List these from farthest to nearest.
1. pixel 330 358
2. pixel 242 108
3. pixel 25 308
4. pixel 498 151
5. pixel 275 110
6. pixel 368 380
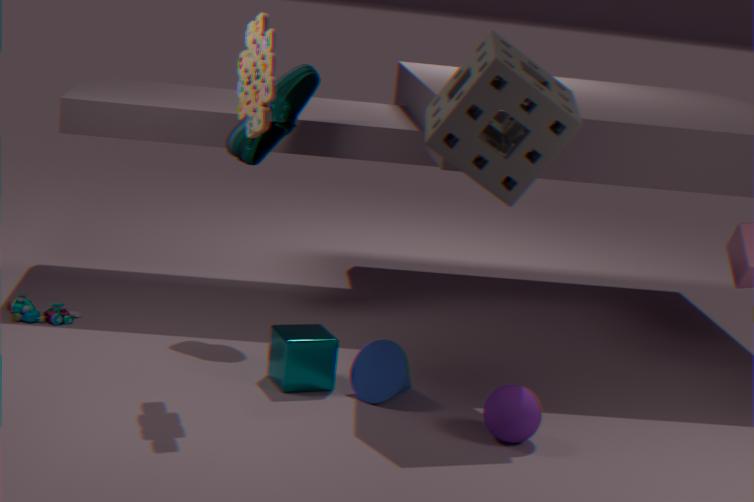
pixel 275 110 < pixel 25 308 < pixel 330 358 < pixel 368 380 < pixel 242 108 < pixel 498 151
